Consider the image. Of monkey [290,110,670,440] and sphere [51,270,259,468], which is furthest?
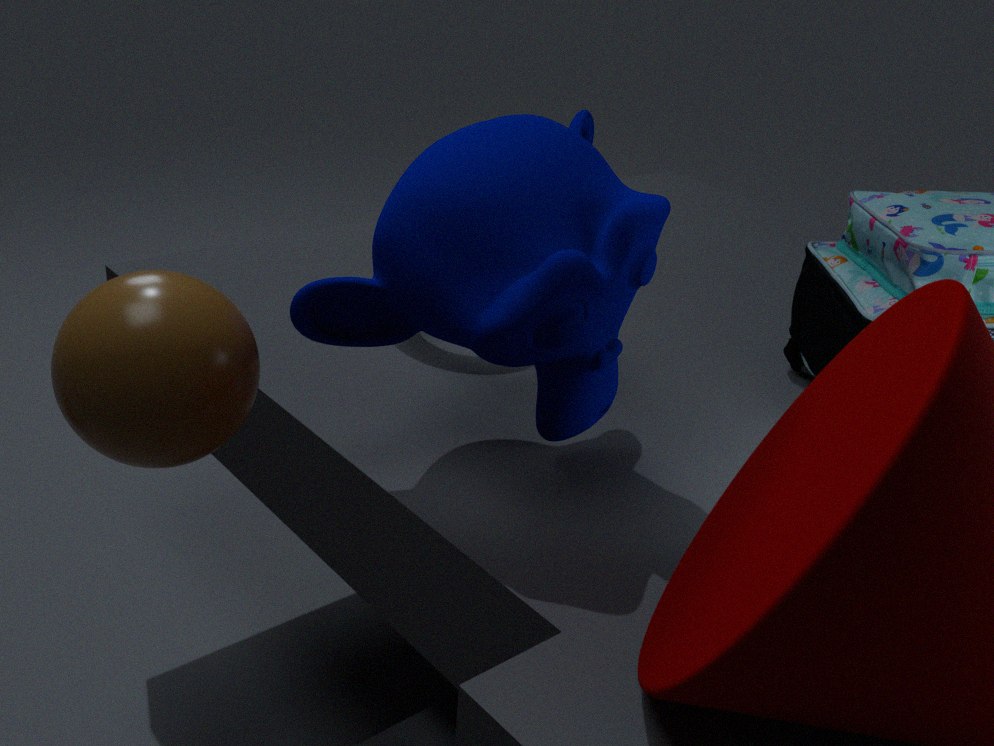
monkey [290,110,670,440]
